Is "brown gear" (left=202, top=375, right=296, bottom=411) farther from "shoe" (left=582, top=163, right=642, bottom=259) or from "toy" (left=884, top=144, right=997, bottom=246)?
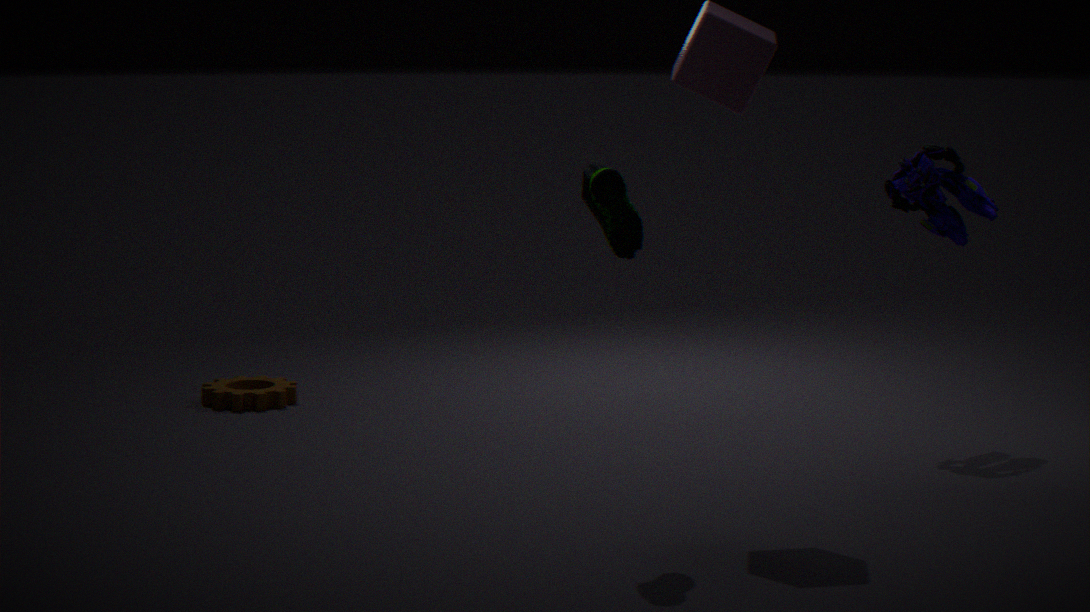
"toy" (left=884, top=144, right=997, bottom=246)
